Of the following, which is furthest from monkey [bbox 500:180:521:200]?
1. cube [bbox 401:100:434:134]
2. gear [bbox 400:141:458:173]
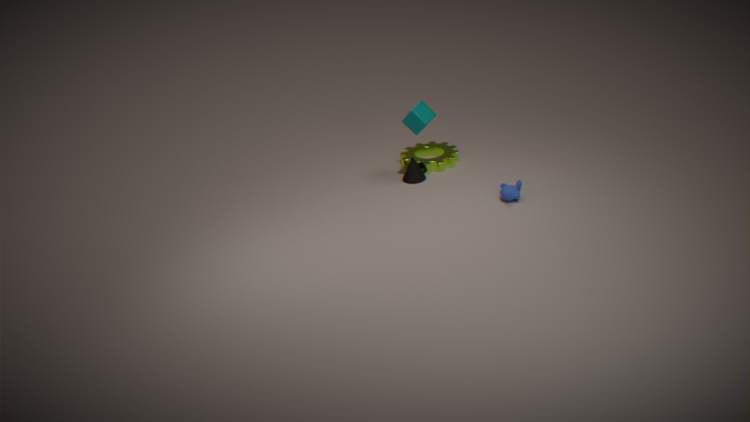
cube [bbox 401:100:434:134]
